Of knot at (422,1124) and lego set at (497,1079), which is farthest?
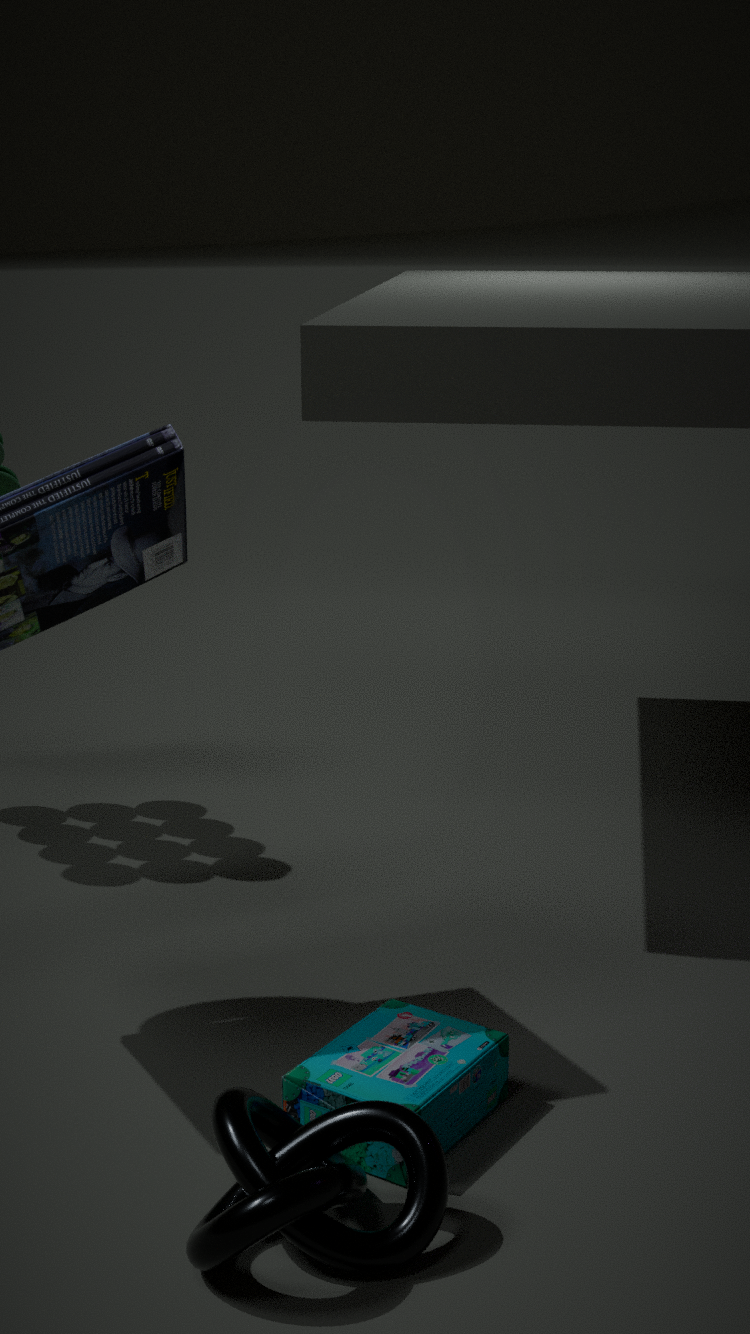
lego set at (497,1079)
